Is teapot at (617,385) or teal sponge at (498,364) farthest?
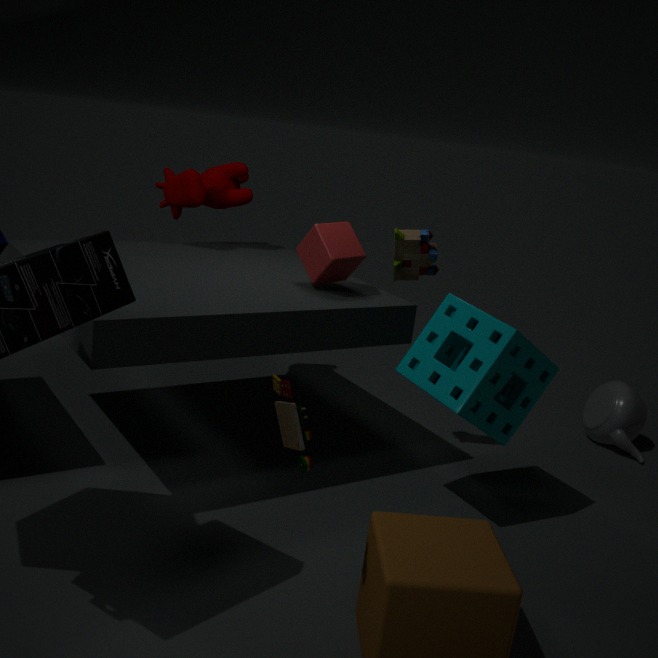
teapot at (617,385)
